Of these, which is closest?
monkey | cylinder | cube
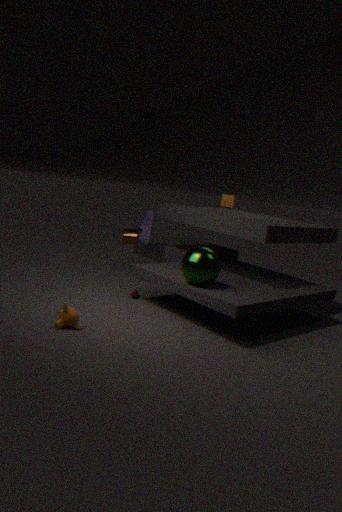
monkey
